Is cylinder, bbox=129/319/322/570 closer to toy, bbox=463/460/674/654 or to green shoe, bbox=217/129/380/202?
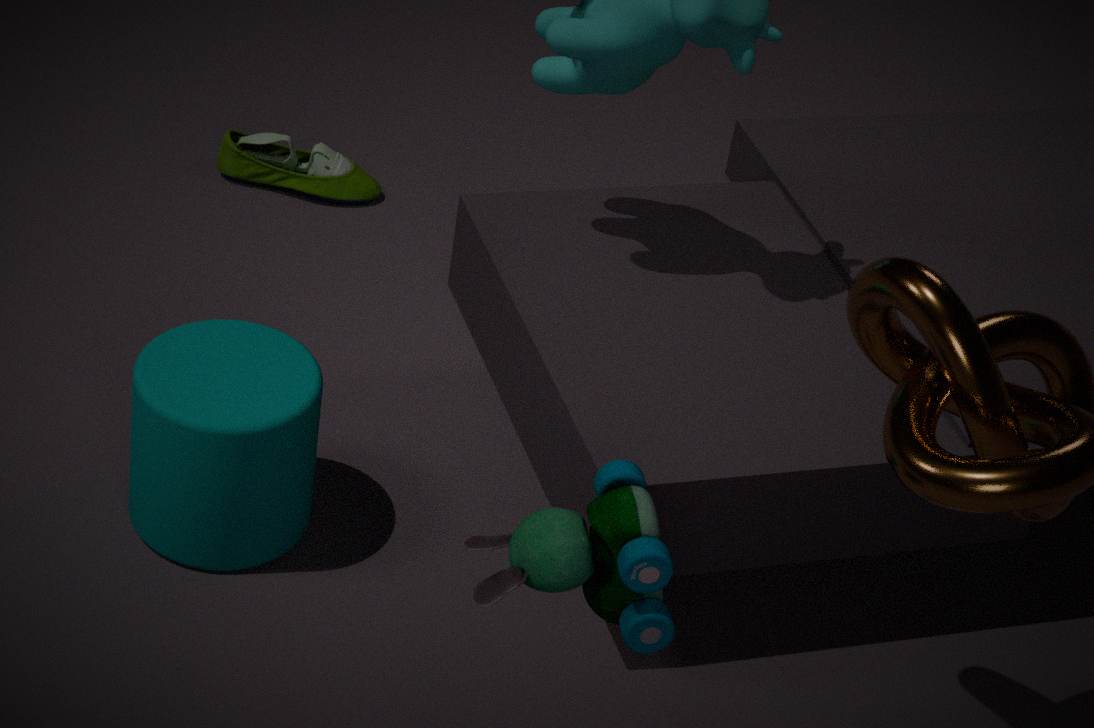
toy, bbox=463/460/674/654
